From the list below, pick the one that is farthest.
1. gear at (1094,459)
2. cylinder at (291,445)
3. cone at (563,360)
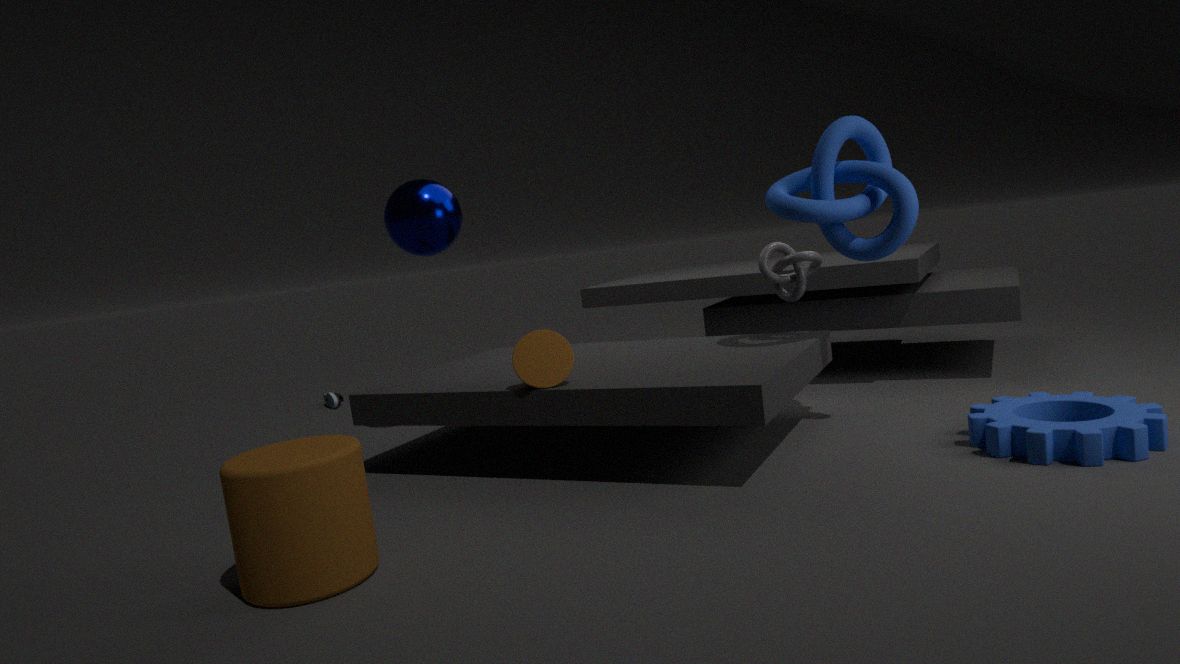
cone at (563,360)
